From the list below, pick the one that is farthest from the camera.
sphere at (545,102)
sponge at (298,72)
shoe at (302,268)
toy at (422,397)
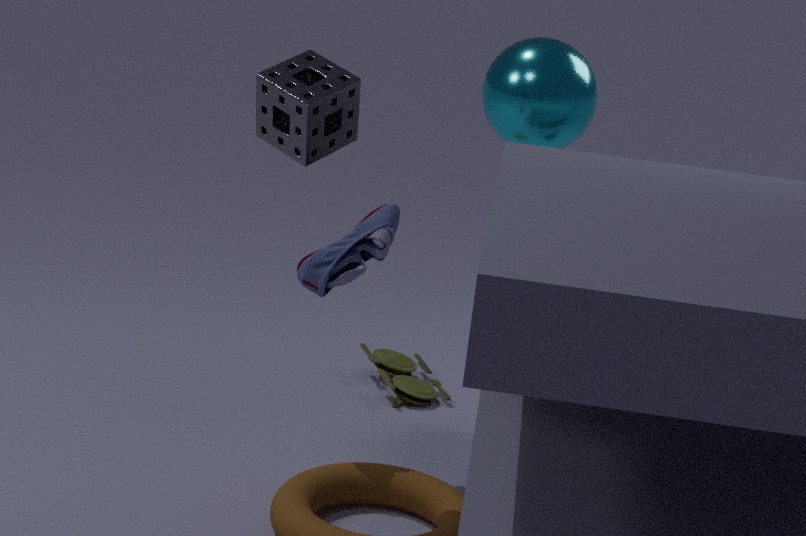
toy at (422,397)
